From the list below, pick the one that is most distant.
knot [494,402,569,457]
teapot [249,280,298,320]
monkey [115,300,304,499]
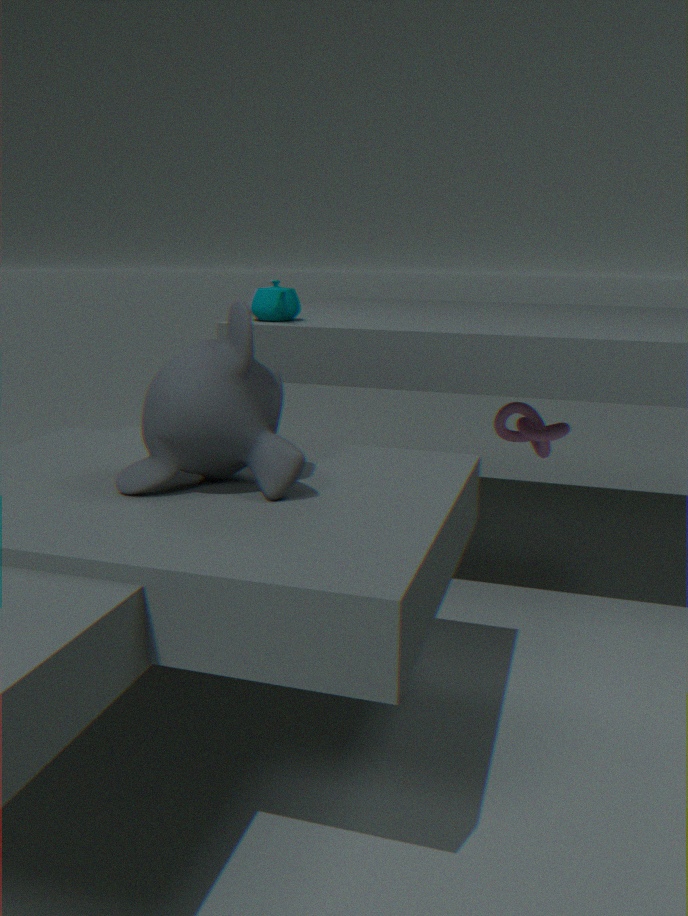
knot [494,402,569,457]
